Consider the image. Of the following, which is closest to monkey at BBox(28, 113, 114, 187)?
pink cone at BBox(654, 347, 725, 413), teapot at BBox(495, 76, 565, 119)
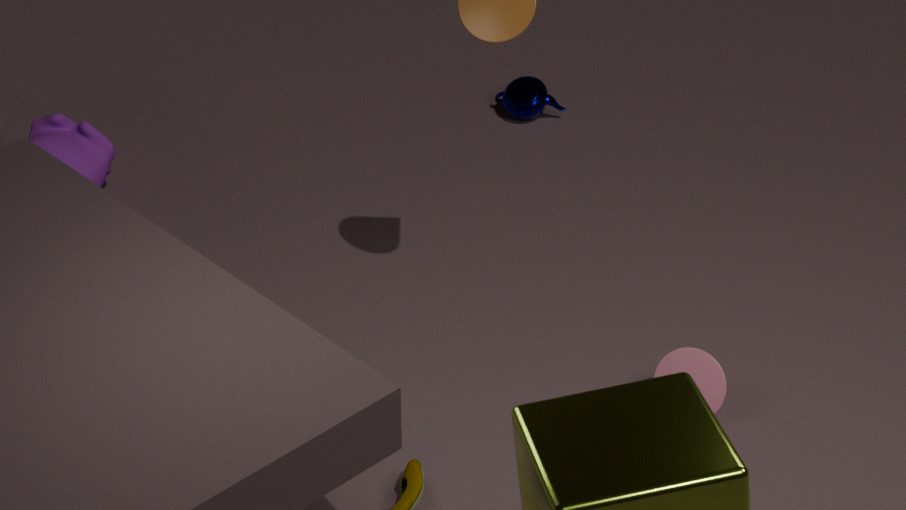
teapot at BBox(495, 76, 565, 119)
